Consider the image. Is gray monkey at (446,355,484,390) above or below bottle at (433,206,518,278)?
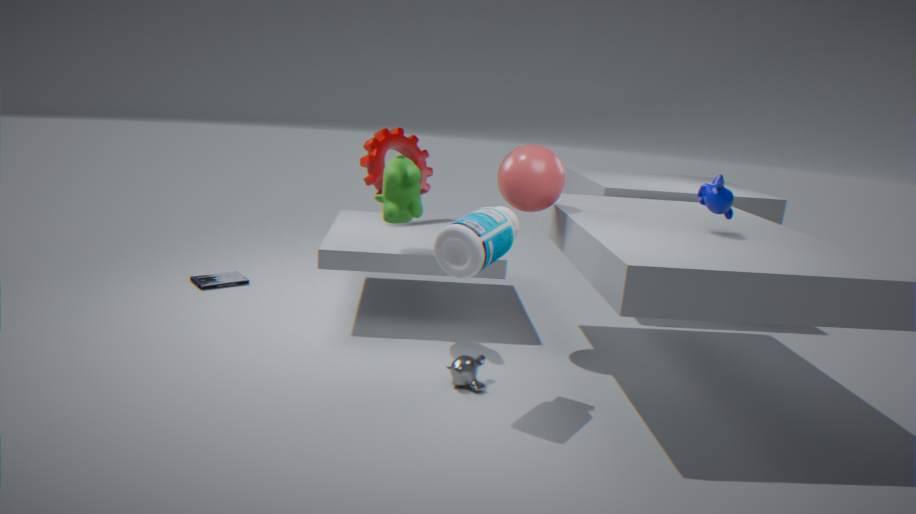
below
